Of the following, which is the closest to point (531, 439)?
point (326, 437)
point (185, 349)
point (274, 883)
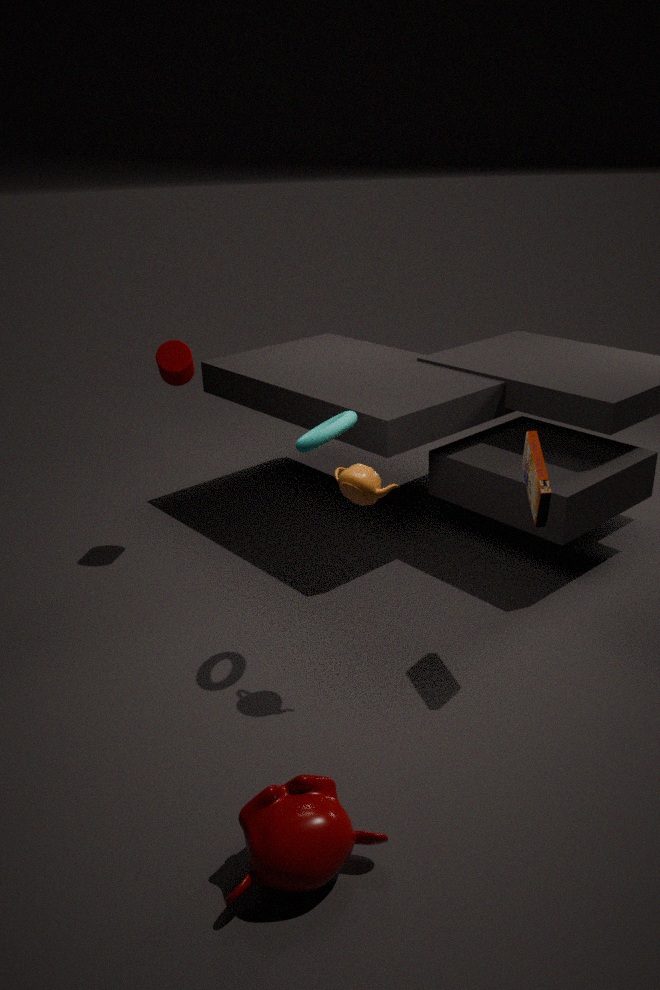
point (326, 437)
